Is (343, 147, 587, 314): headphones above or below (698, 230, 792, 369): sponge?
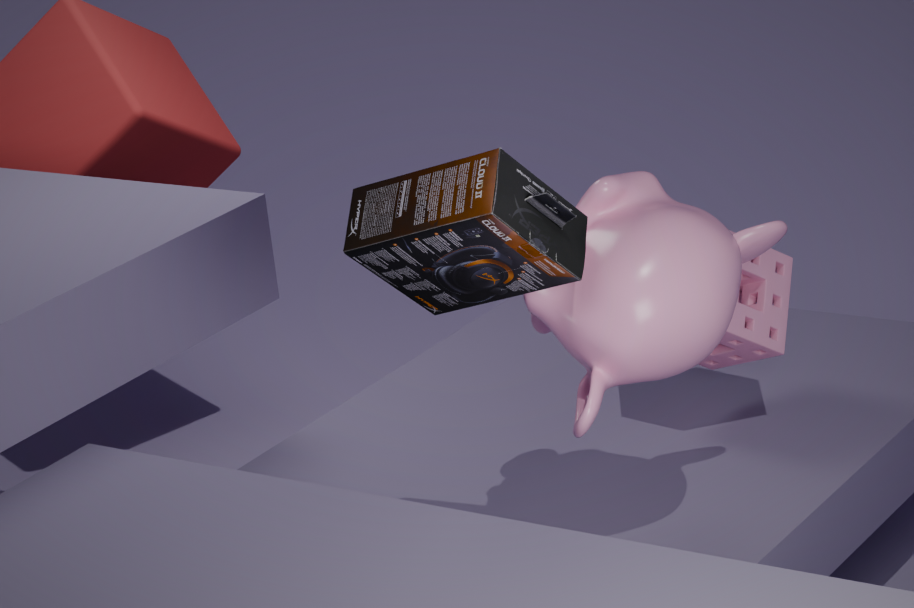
above
